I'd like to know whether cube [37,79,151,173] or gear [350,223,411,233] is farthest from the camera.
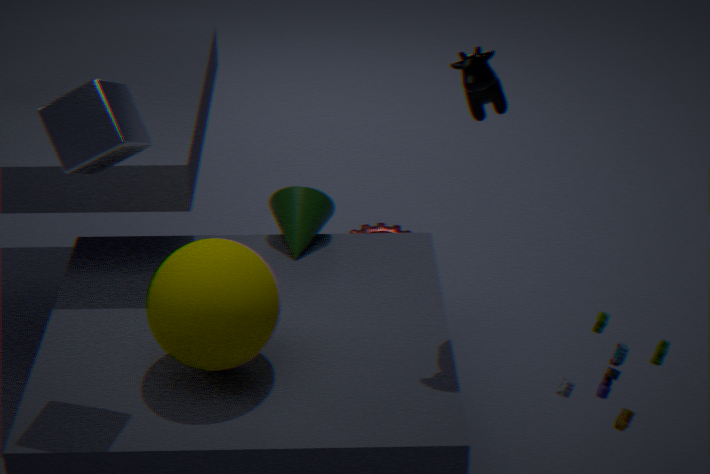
gear [350,223,411,233]
